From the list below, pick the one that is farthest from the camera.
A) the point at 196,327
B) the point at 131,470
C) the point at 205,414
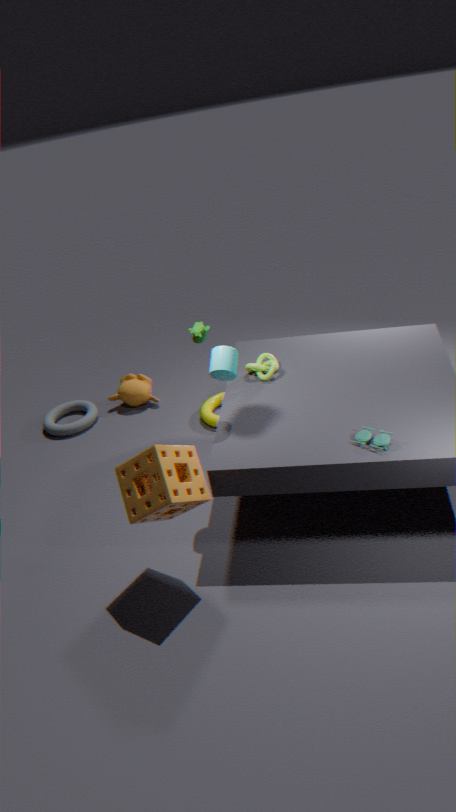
the point at 205,414
